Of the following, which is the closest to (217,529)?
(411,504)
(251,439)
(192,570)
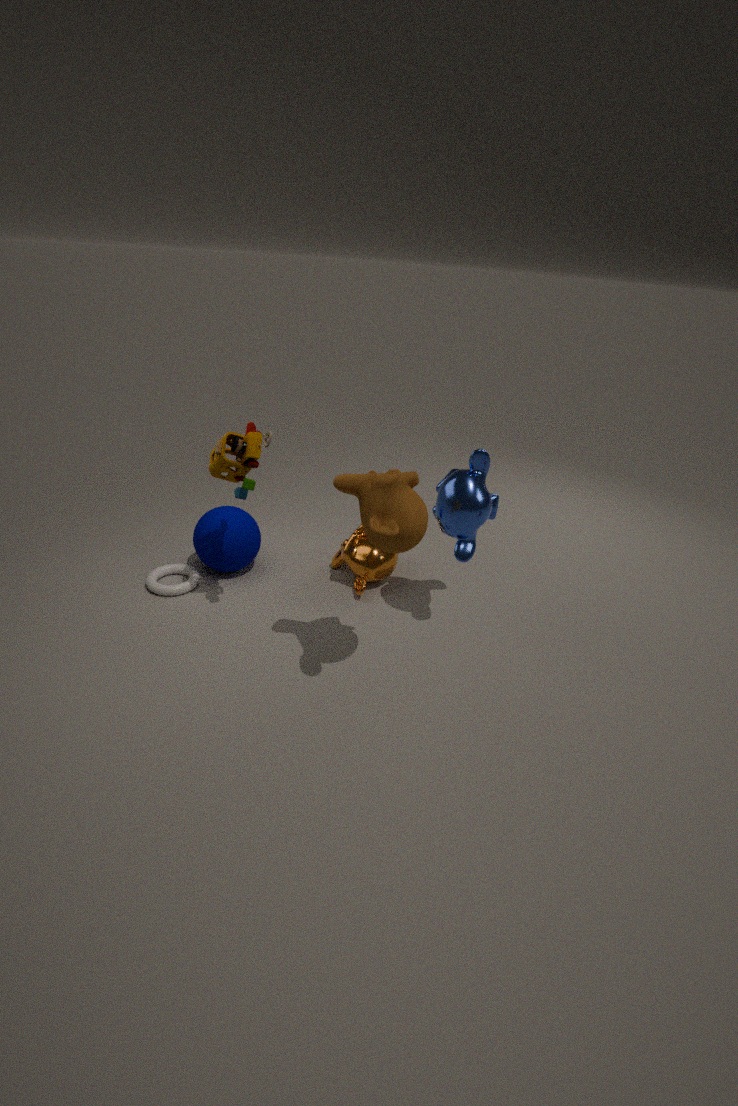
(192,570)
